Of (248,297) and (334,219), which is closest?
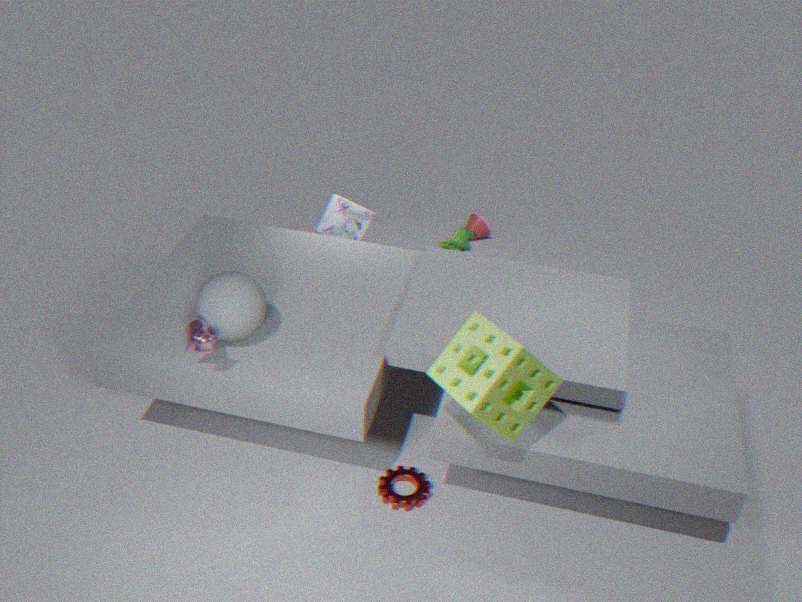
(248,297)
